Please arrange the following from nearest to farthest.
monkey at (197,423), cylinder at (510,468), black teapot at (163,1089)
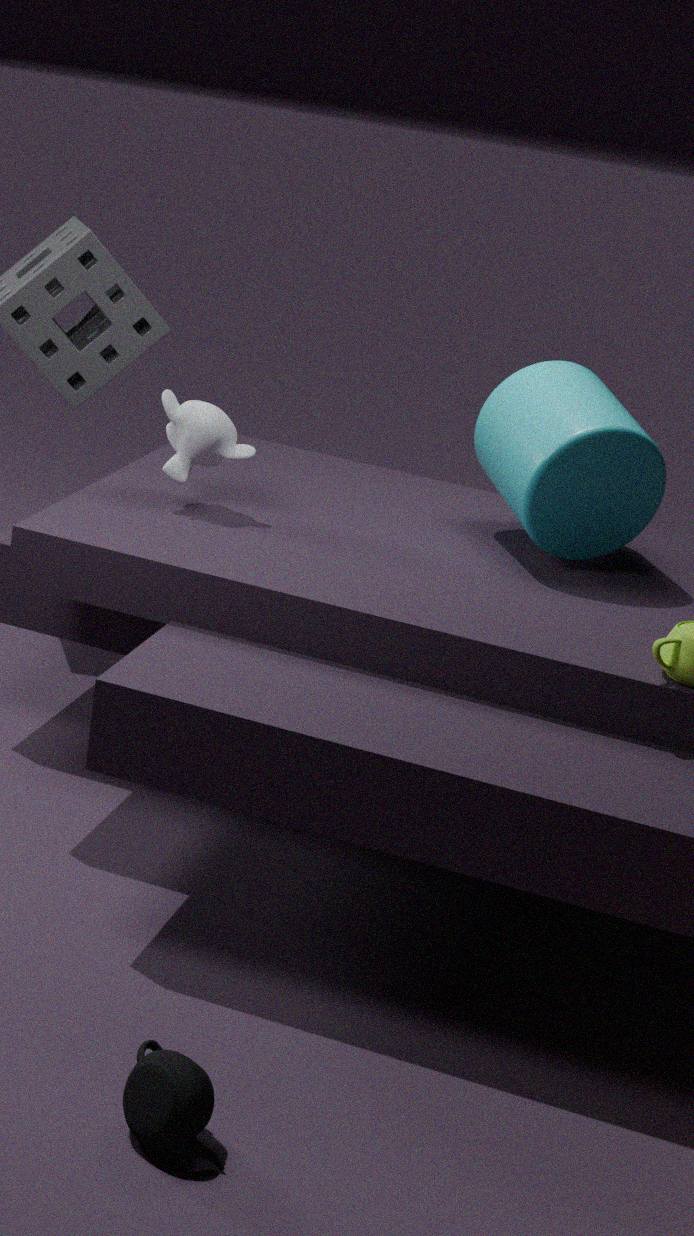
black teapot at (163,1089) → cylinder at (510,468) → monkey at (197,423)
